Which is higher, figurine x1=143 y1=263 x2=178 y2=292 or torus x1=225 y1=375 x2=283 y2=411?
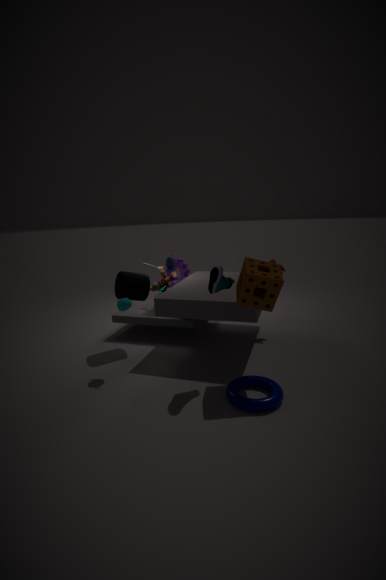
figurine x1=143 y1=263 x2=178 y2=292
